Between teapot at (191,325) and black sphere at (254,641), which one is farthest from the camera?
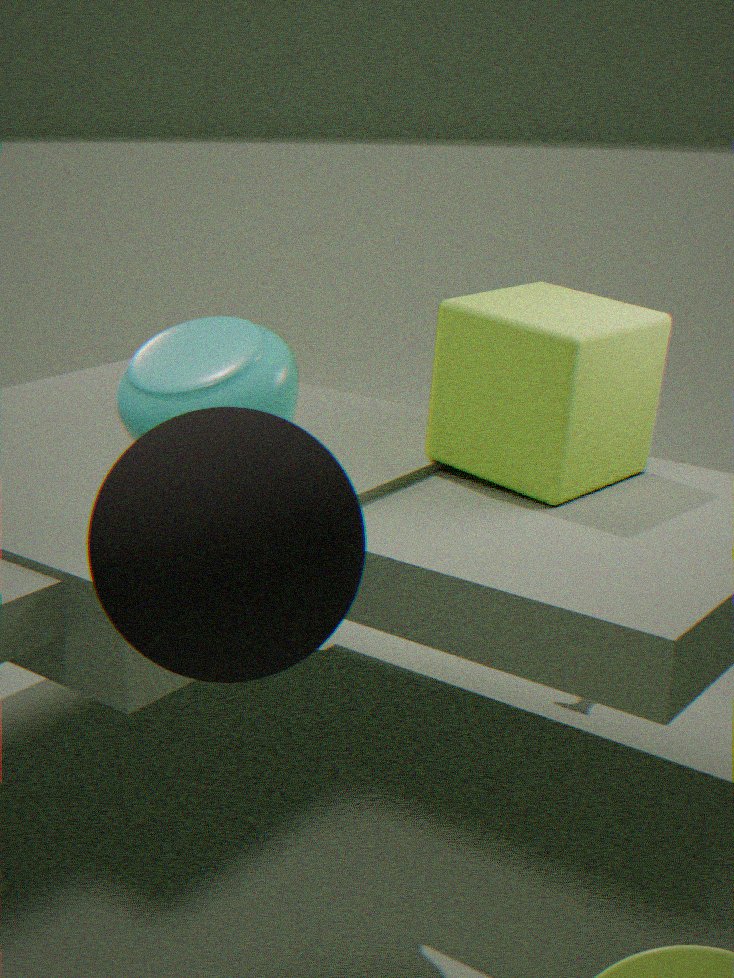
teapot at (191,325)
